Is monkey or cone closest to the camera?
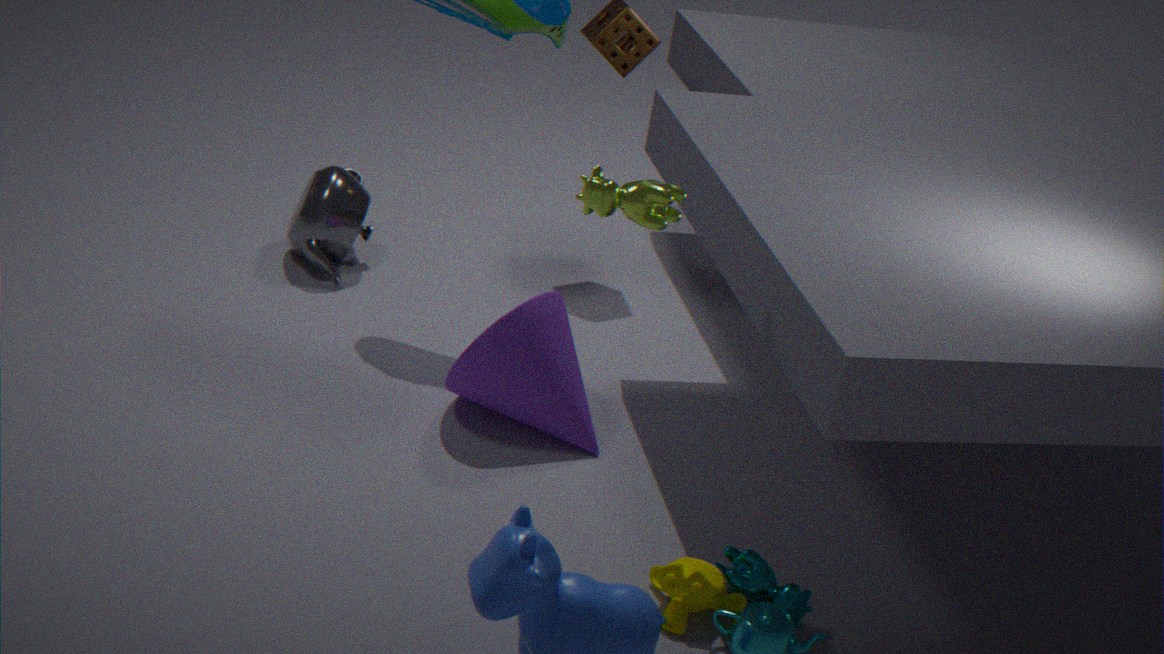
monkey
